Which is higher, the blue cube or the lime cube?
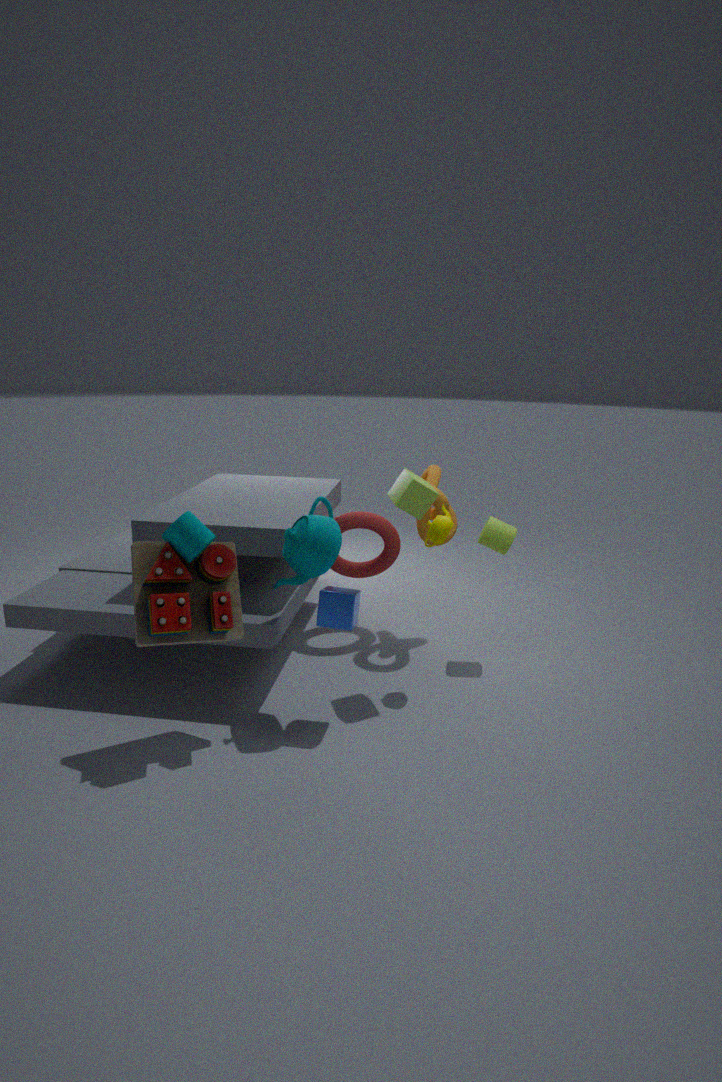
the lime cube
